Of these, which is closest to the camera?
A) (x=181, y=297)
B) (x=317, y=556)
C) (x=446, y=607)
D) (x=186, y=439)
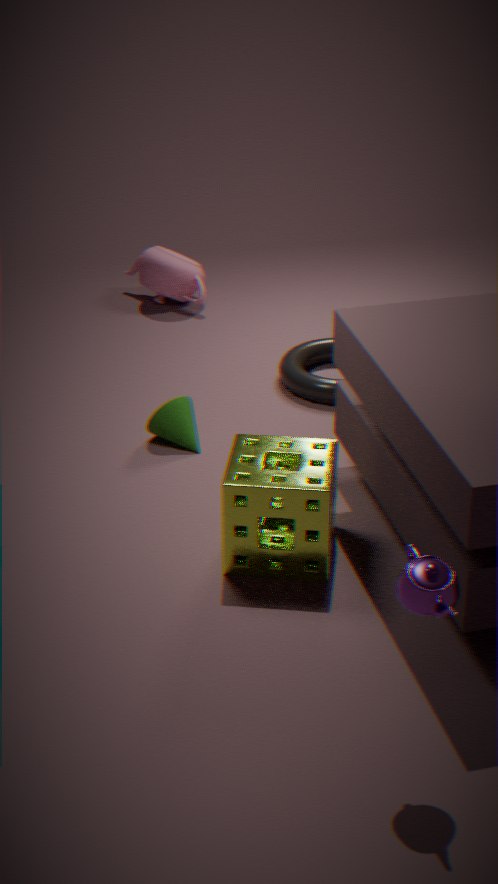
(x=446, y=607)
